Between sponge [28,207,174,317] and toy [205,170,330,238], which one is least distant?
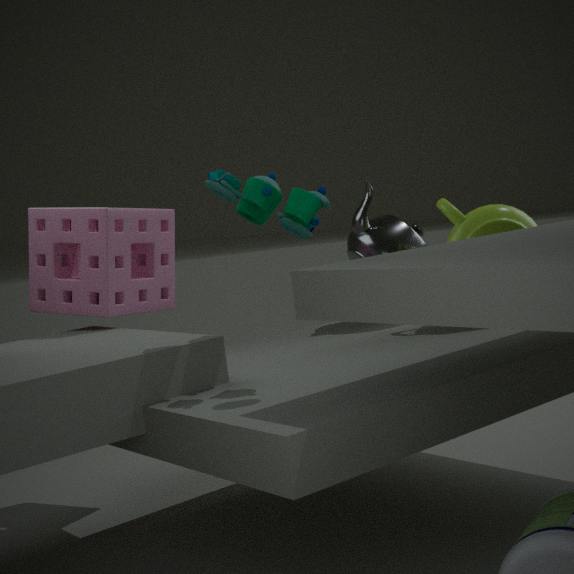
toy [205,170,330,238]
